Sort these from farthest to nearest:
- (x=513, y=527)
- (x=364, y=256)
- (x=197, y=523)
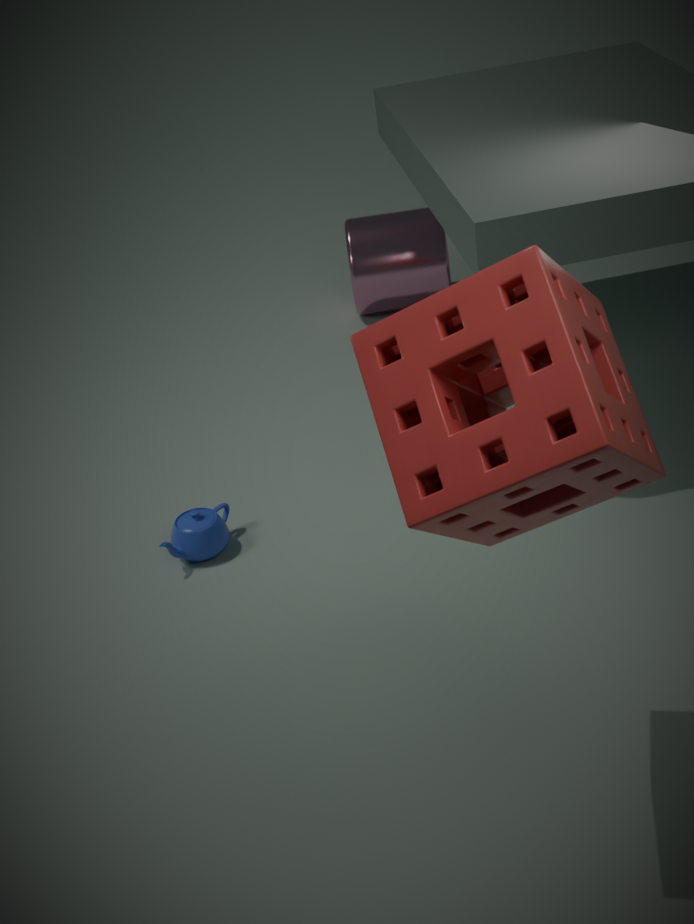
(x=364, y=256), (x=197, y=523), (x=513, y=527)
